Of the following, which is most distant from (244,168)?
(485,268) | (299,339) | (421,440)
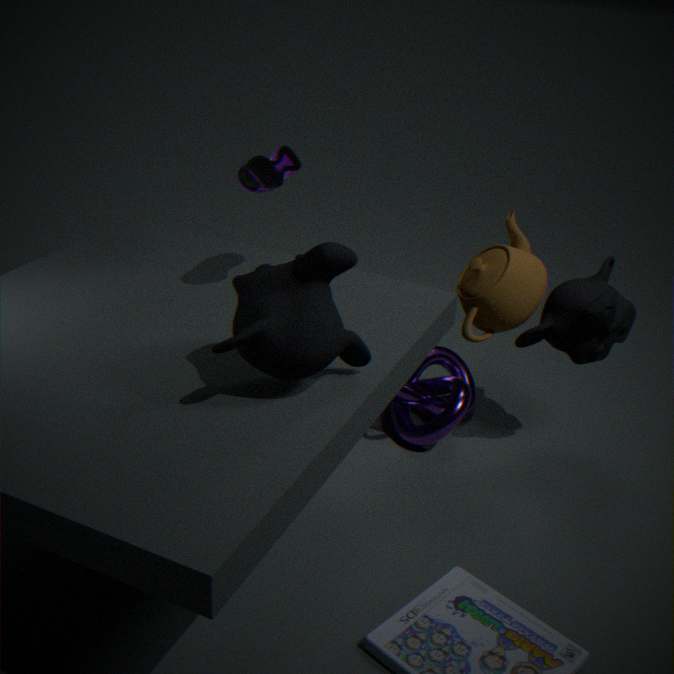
(421,440)
